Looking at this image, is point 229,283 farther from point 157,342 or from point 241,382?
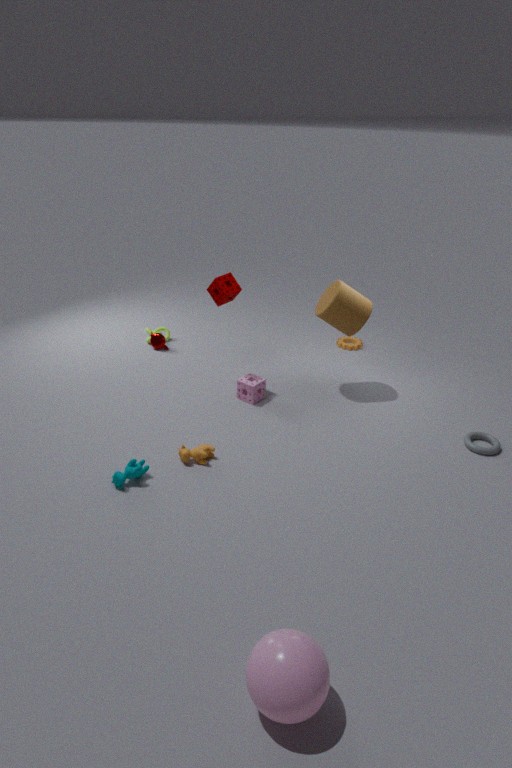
point 157,342
